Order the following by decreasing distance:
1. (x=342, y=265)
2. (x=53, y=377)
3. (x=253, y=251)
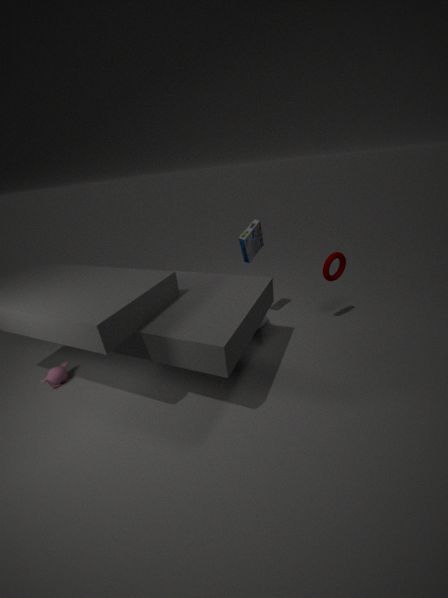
(x=253, y=251), (x=342, y=265), (x=53, y=377)
